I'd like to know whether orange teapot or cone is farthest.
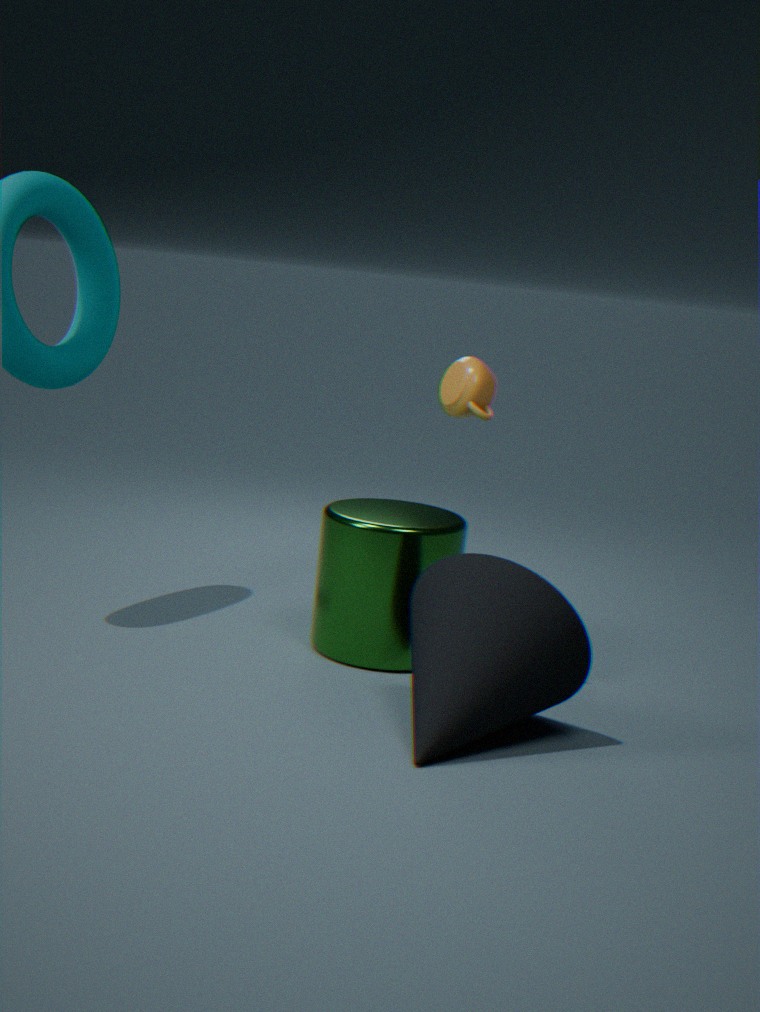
orange teapot
